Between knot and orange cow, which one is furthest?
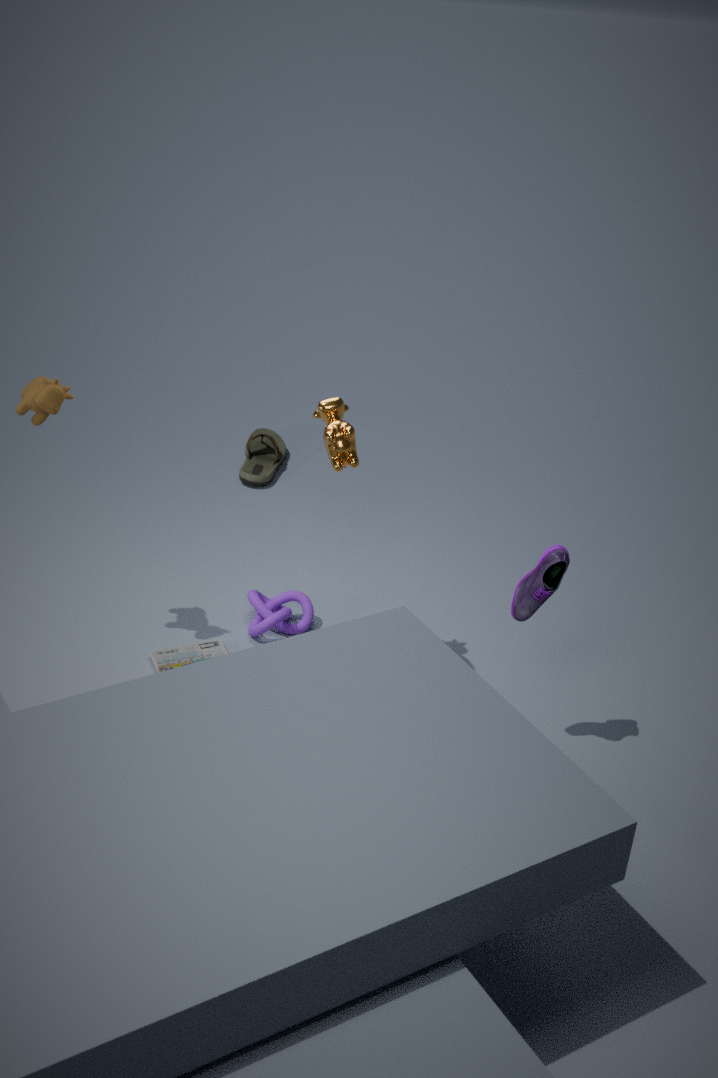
knot
